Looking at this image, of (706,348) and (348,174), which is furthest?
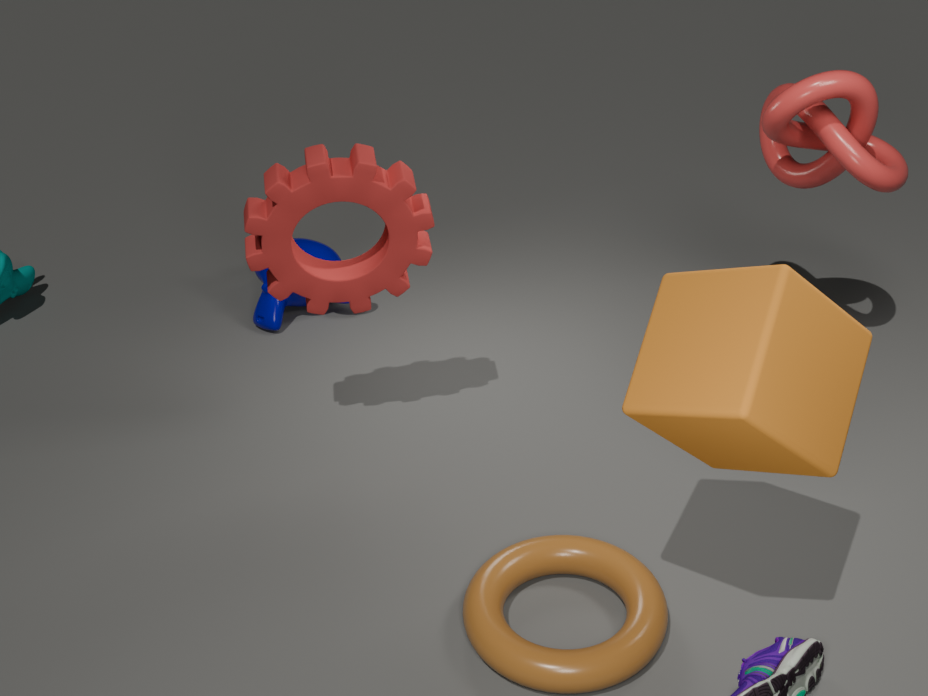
(348,174)
